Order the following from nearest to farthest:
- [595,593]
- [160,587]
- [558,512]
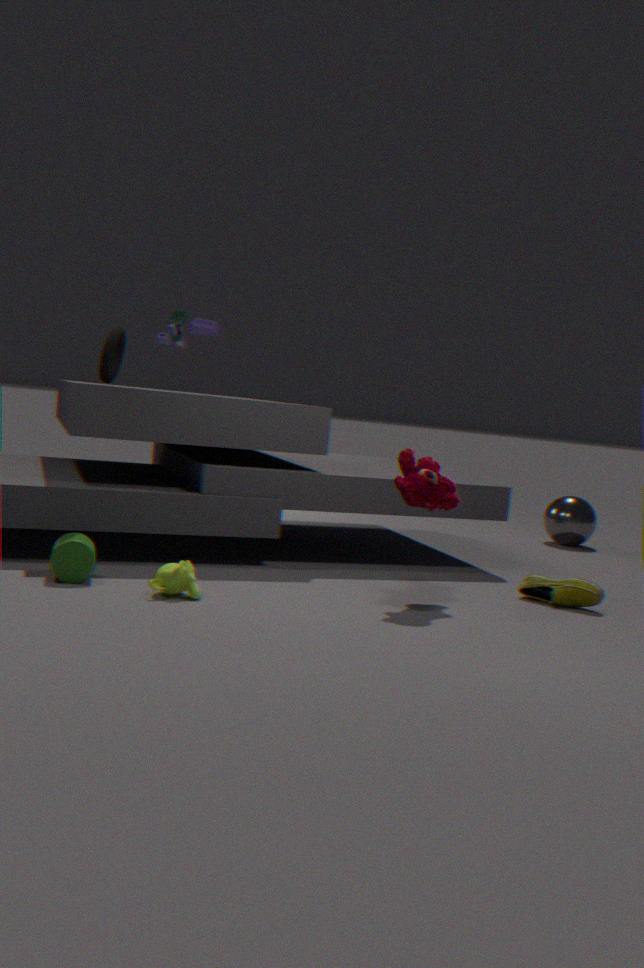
[160,587] < [595,593] < [558,512]
